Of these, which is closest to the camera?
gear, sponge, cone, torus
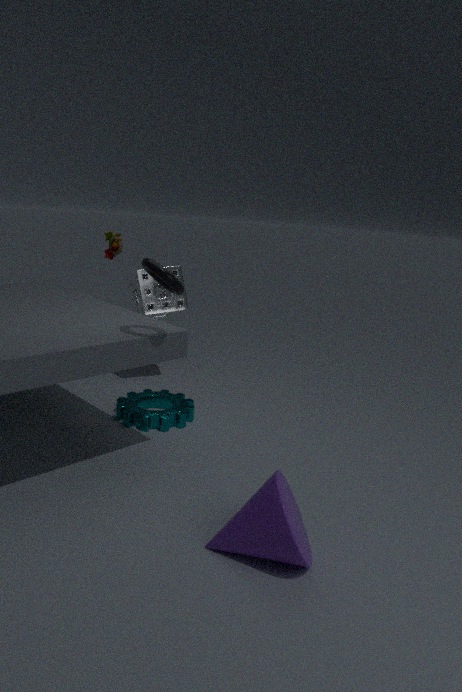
cone
